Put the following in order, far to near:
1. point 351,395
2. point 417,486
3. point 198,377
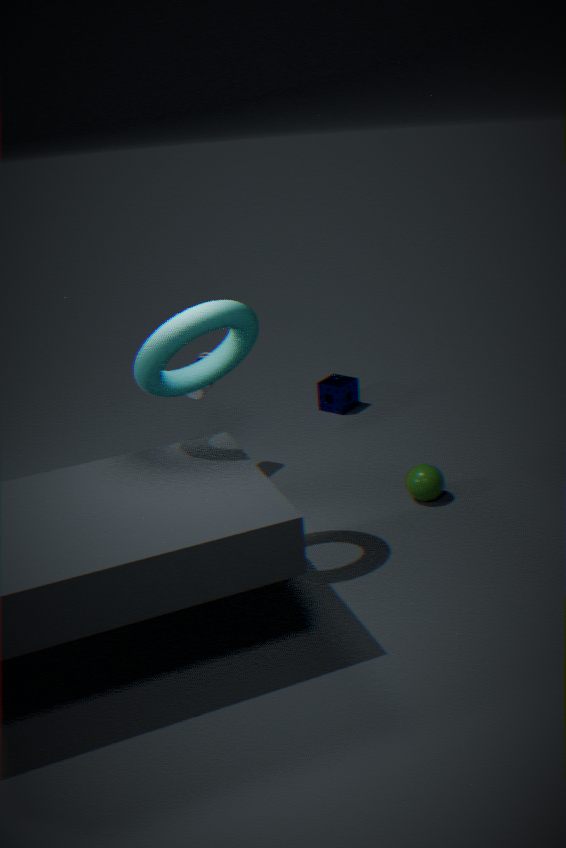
point 351,395 → point 417,486 → point 198,377
